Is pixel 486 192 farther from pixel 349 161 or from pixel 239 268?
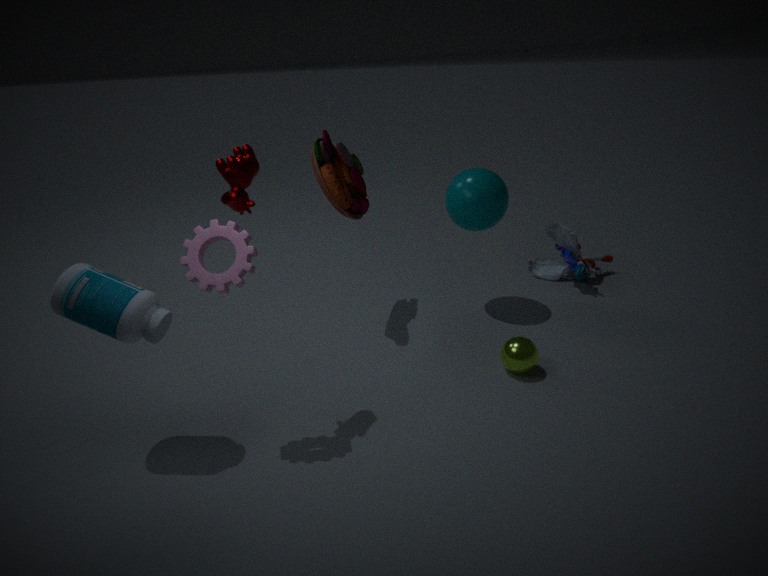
pixel 239 268
